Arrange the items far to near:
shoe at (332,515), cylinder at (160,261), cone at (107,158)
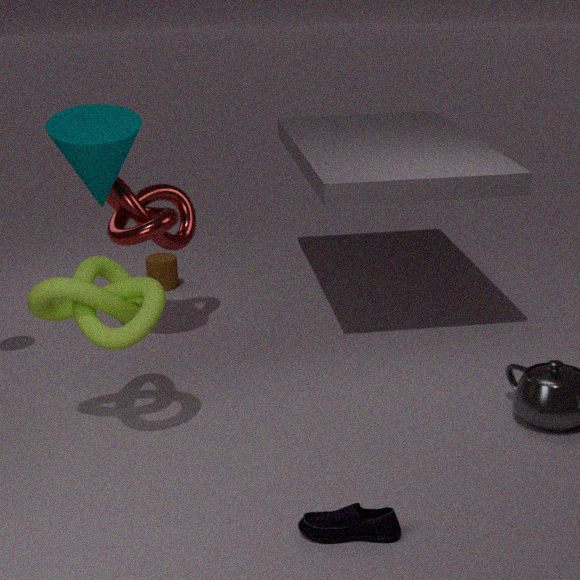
cylinder at (160,261)
cone at (107,158)
shoe at (332,515)
